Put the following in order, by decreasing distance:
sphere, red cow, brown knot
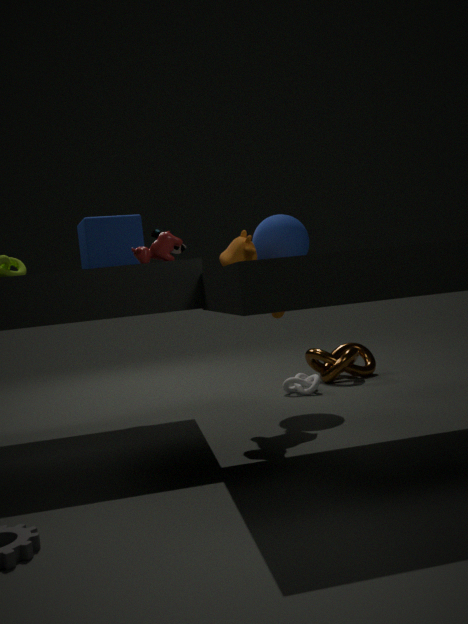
1. brown knot
2. sphere
3. red cow
